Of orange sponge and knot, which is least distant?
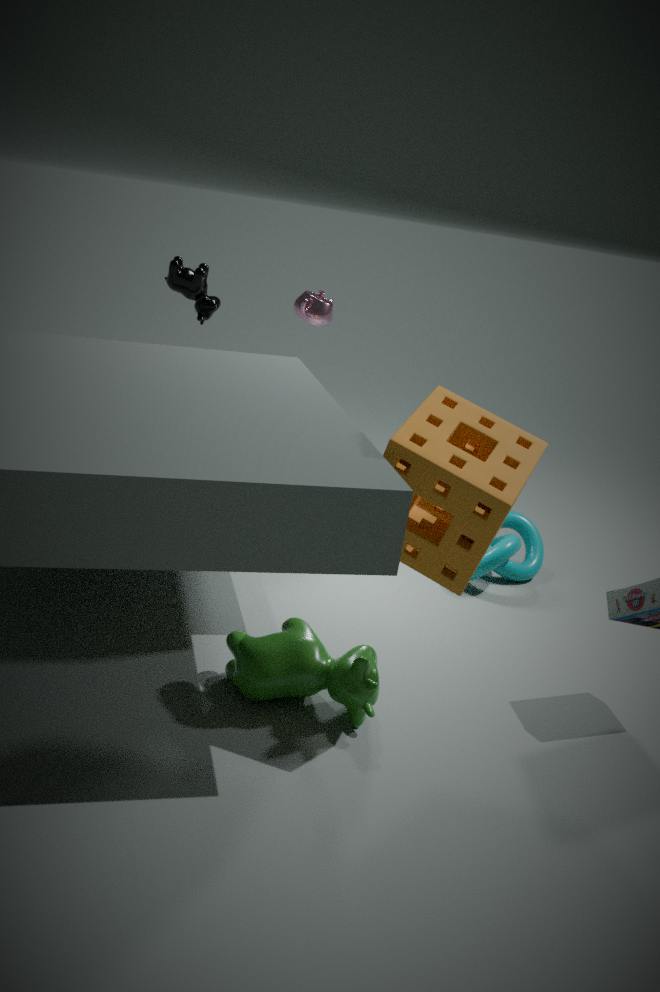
orange sponge
